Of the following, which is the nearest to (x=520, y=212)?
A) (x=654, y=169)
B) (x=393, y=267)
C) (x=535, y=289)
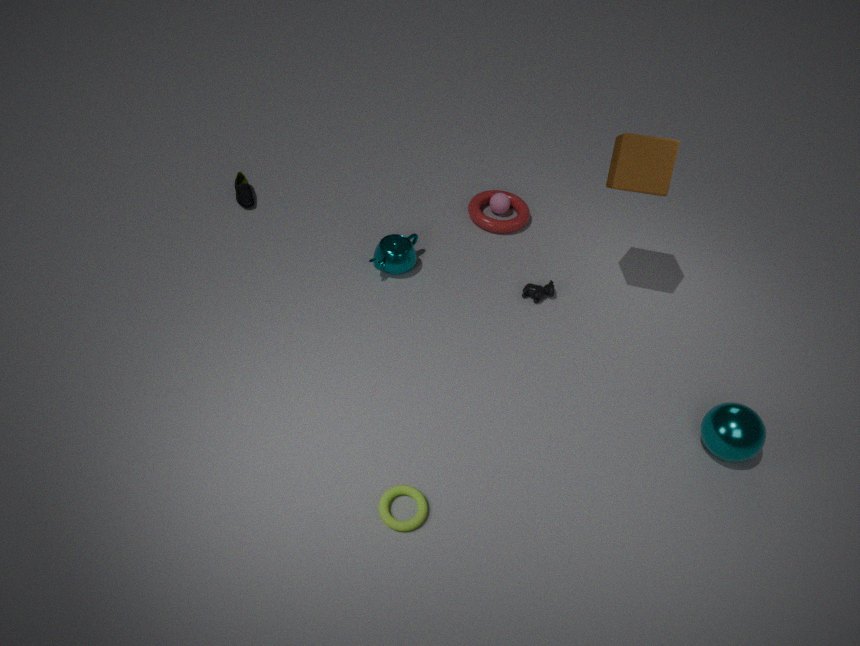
(x=535, y=289)
